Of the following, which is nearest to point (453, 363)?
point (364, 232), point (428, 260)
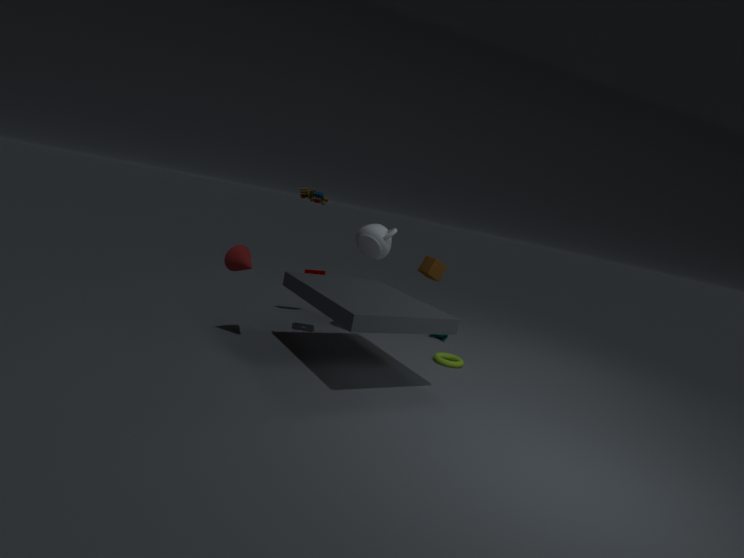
point (428, 260)
